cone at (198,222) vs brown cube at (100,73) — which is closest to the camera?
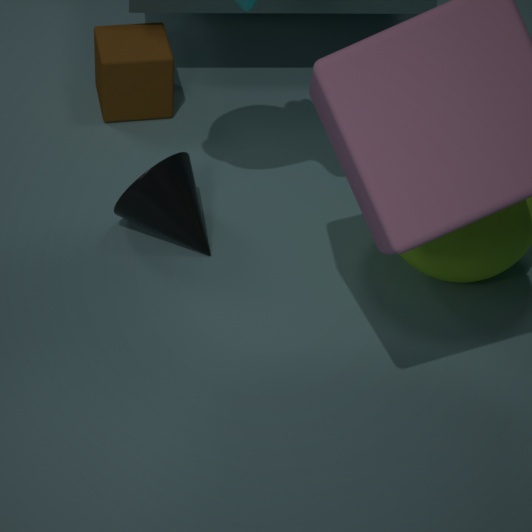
cone at (198,222)
